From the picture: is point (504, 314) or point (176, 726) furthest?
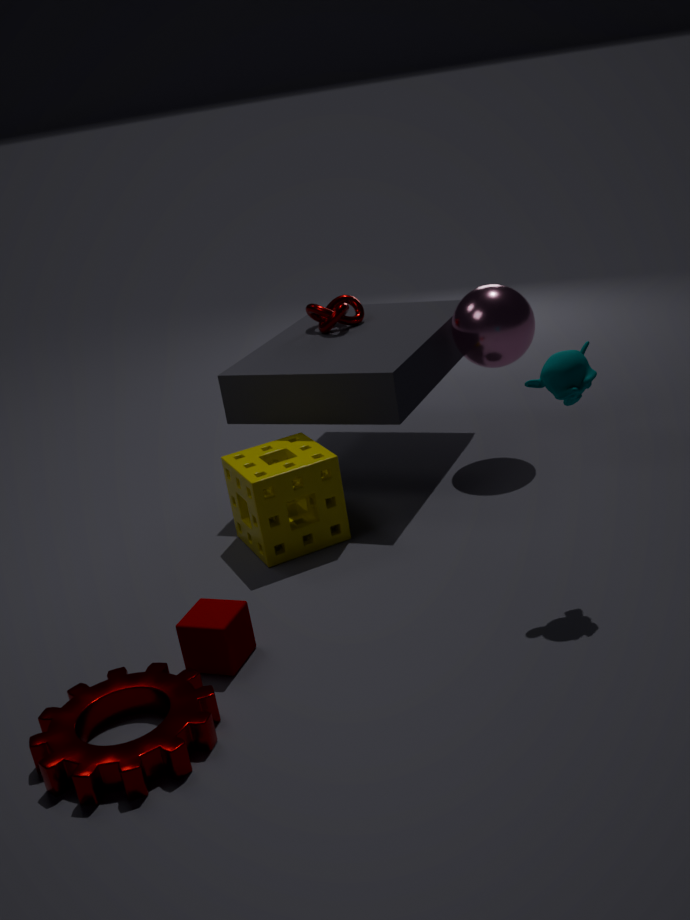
point (504, 314)
